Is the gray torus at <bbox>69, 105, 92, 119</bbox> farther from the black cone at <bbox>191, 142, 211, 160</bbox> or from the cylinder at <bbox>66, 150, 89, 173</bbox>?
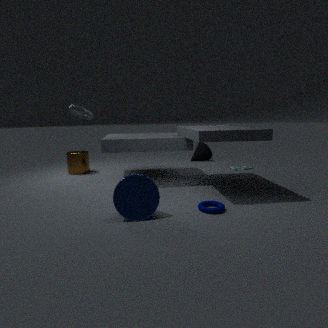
the black cone at <bbox>191, 142, 211, 160</bbox>
